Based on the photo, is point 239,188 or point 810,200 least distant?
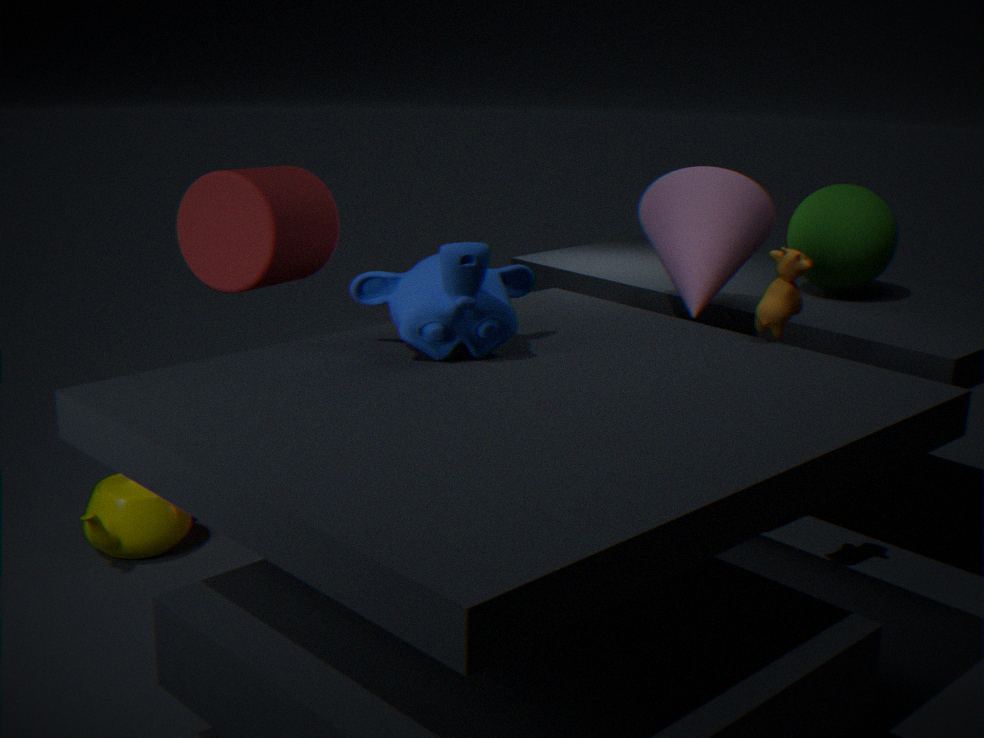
point 239,188
